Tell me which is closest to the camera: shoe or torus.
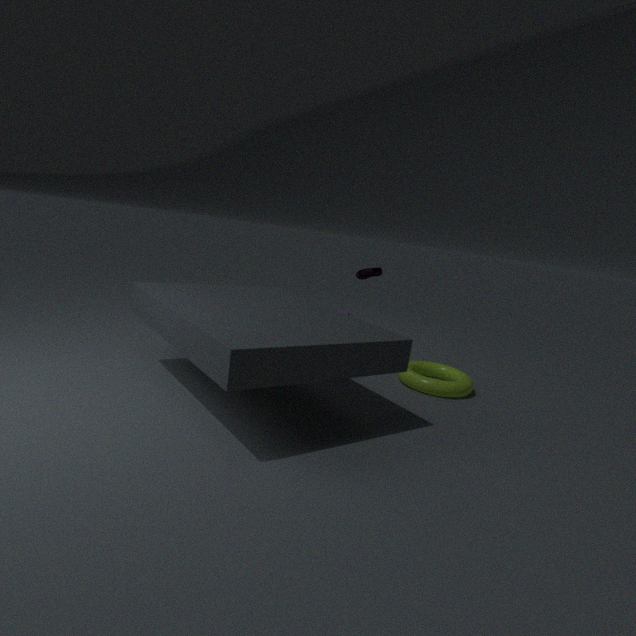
torus
